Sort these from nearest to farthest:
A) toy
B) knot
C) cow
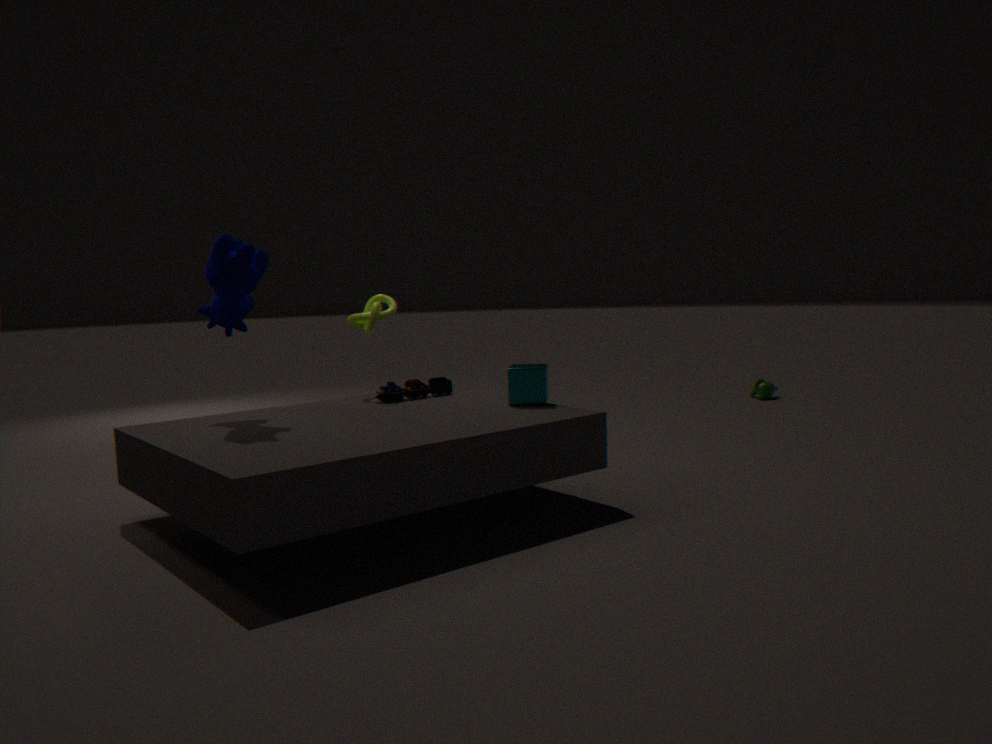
cow
toy
knot
